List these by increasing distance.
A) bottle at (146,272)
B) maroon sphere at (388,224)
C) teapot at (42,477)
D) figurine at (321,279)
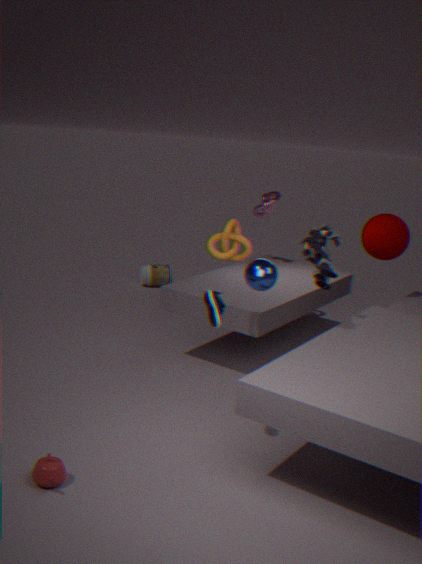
1. teapot at (42,477)
2. figurine at (321,279)
3. maroon sphere at (388,224)
4. bottle at (146,272)
